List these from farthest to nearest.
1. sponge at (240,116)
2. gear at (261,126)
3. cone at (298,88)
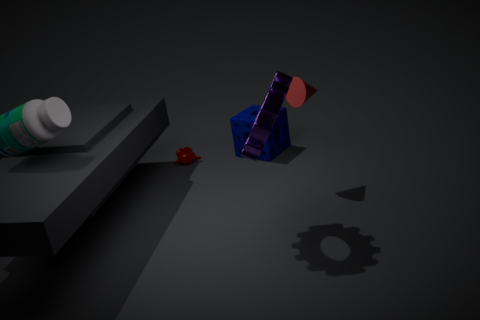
1. sponge at (240,116)
2. cone at (298,88)
3. gear at (261,126)
